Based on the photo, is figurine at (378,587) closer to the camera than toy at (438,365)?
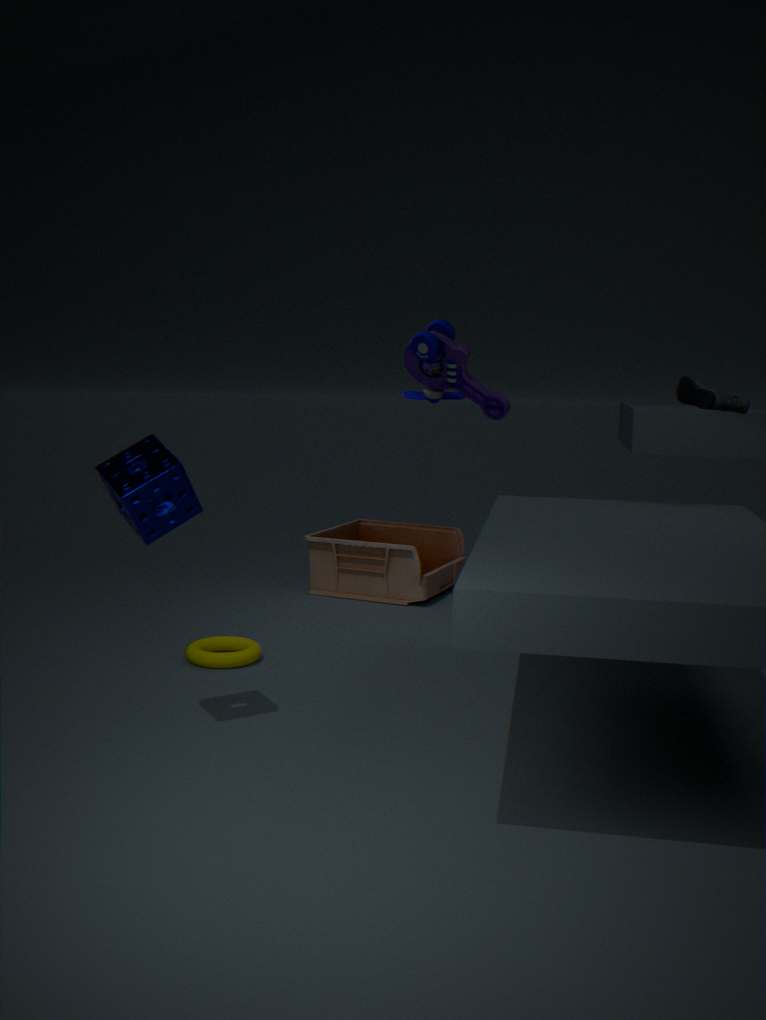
No
